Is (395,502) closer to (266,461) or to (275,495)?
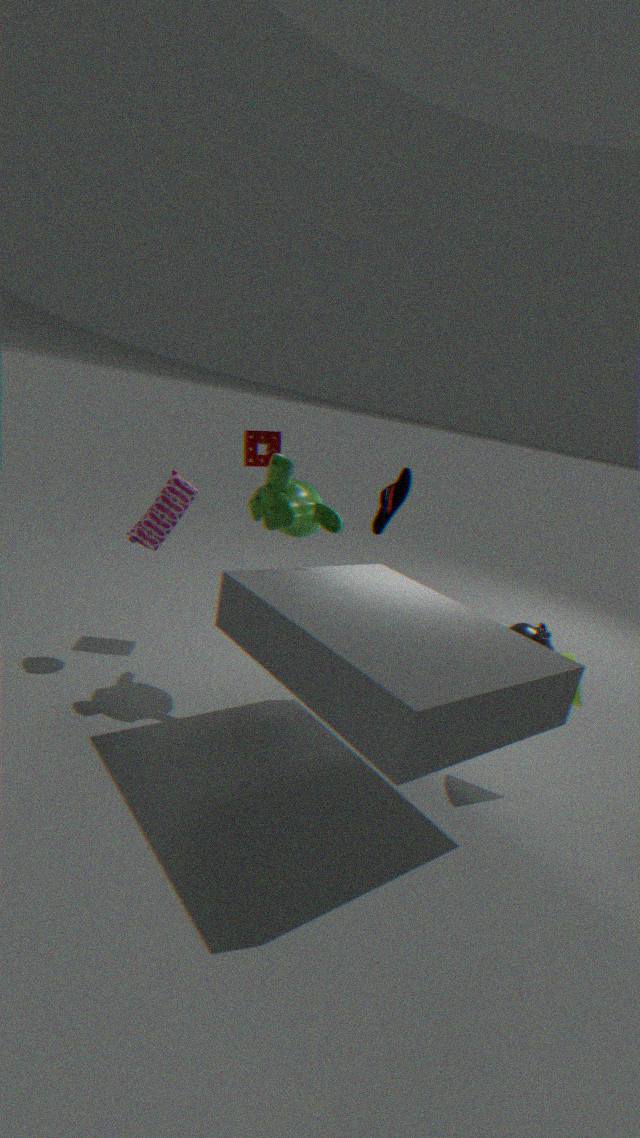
(266,461)
